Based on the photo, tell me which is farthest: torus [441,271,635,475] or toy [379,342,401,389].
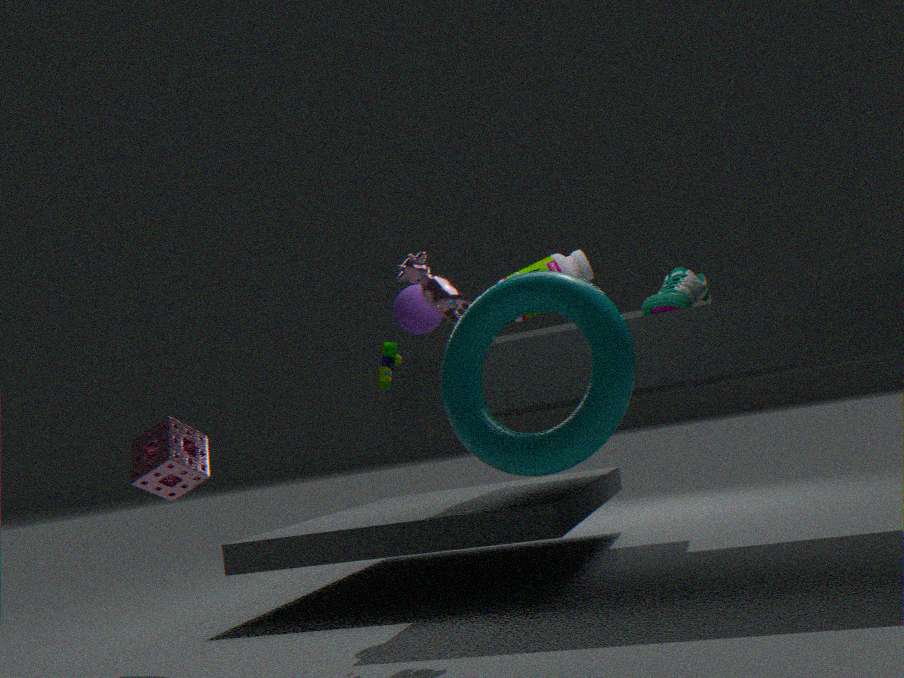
toy [379,342,401,389]
